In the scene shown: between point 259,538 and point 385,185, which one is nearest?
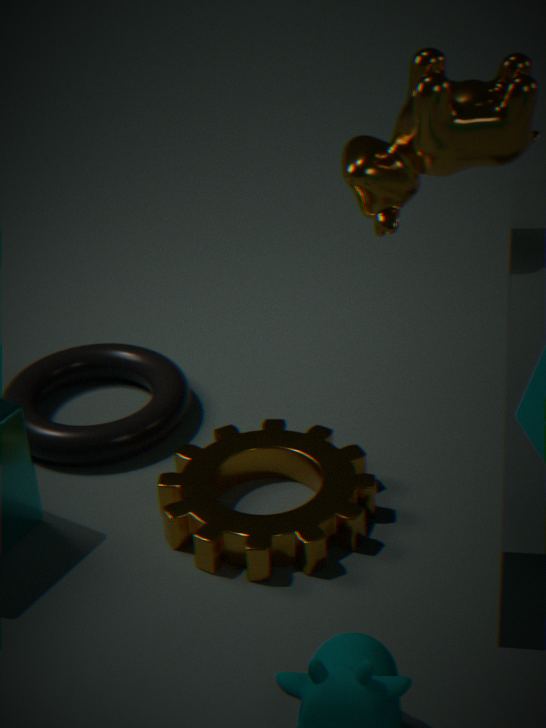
point 385,185
